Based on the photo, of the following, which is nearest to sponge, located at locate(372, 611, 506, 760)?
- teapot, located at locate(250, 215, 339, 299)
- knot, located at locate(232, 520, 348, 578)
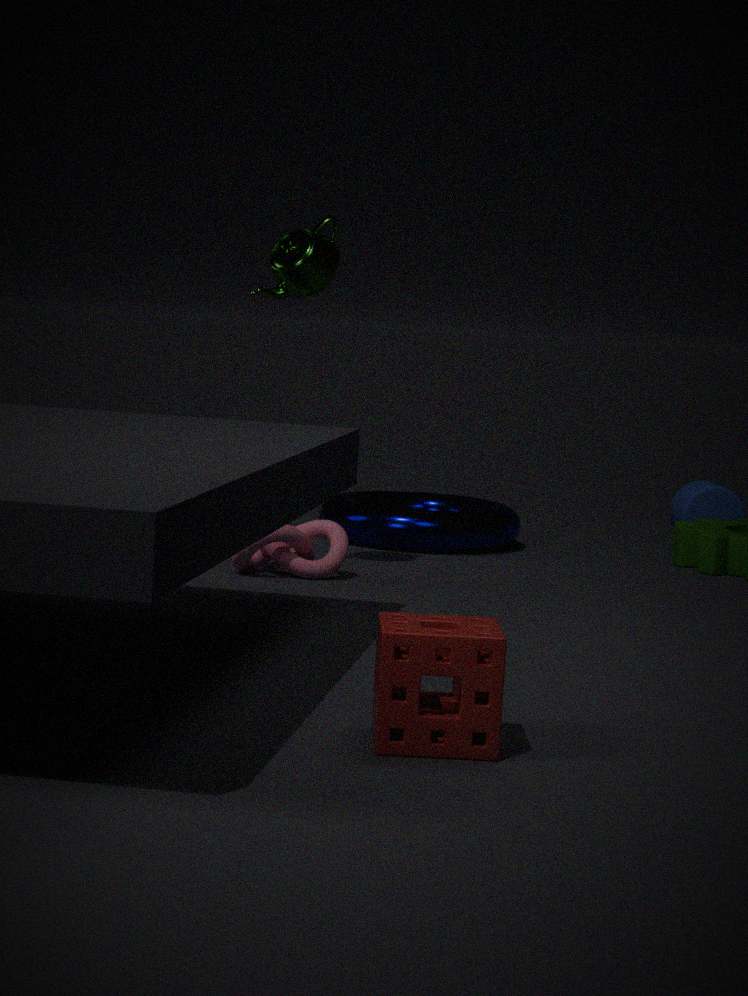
knot, located at locate(232, 520, 348, 578)
